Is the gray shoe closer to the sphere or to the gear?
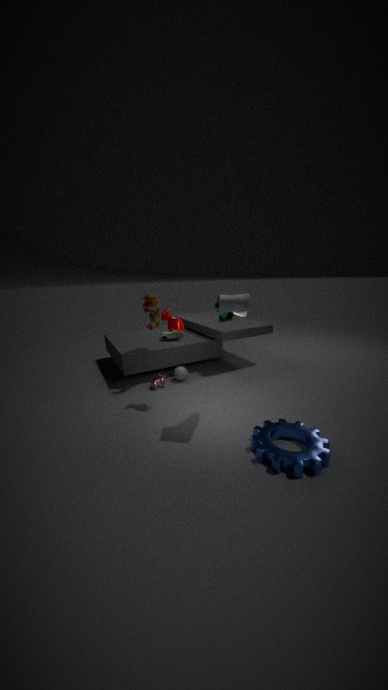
the gear
